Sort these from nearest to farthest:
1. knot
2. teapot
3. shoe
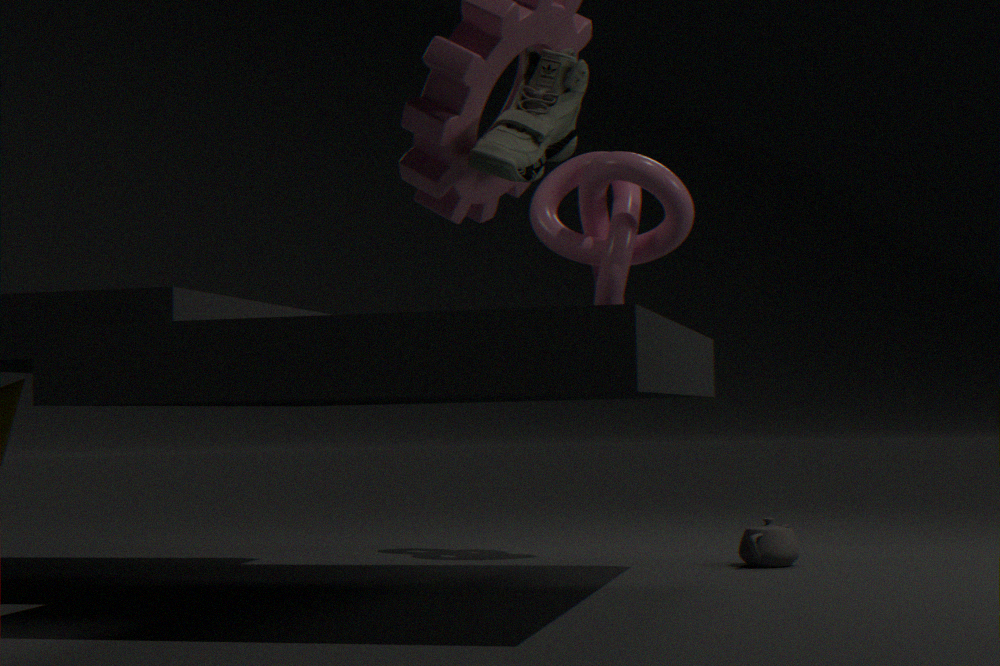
1. shoe
2. teapot
3. knot
